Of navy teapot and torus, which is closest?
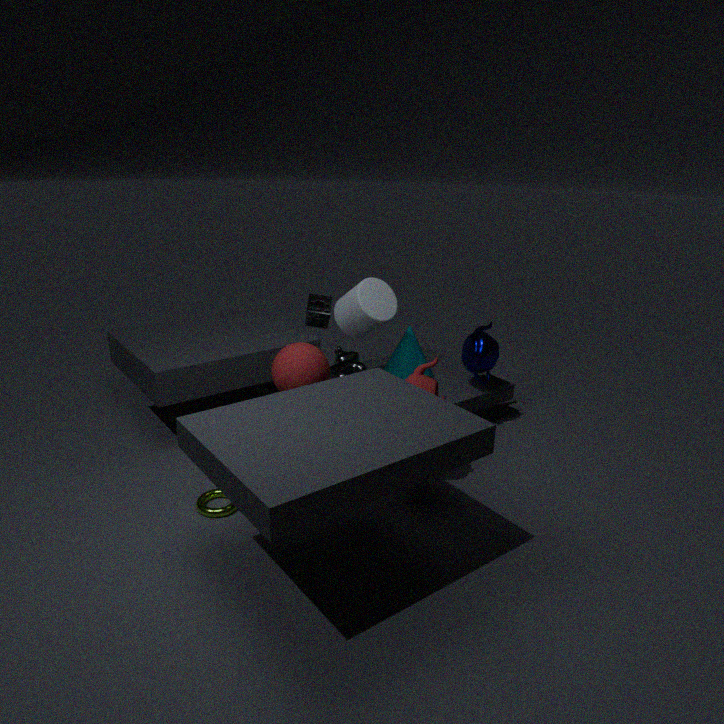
torus
